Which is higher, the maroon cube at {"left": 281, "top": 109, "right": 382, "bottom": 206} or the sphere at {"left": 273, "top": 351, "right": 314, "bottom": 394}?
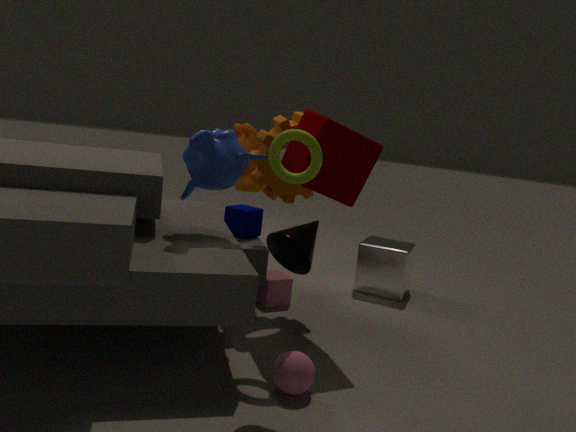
the maroon cube at {"left": 281, "top": 109, "right": 382, "bottom": 206}
